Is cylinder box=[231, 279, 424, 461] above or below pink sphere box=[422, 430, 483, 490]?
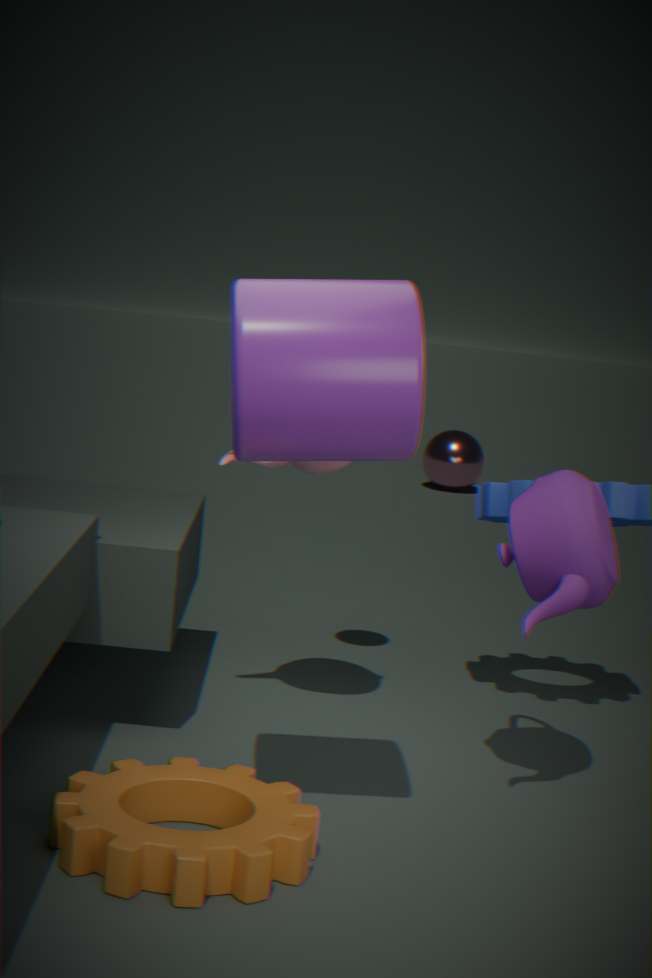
above
